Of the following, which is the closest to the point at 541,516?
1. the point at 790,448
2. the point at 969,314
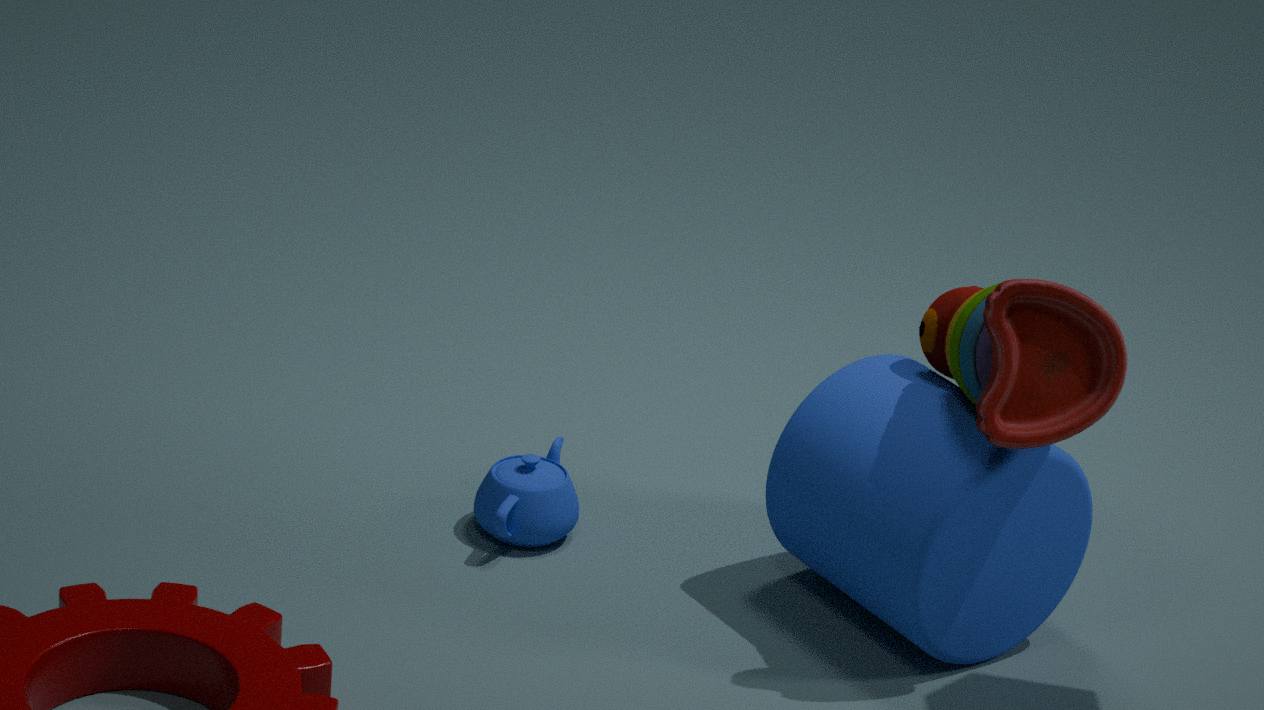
the point at 790,448
